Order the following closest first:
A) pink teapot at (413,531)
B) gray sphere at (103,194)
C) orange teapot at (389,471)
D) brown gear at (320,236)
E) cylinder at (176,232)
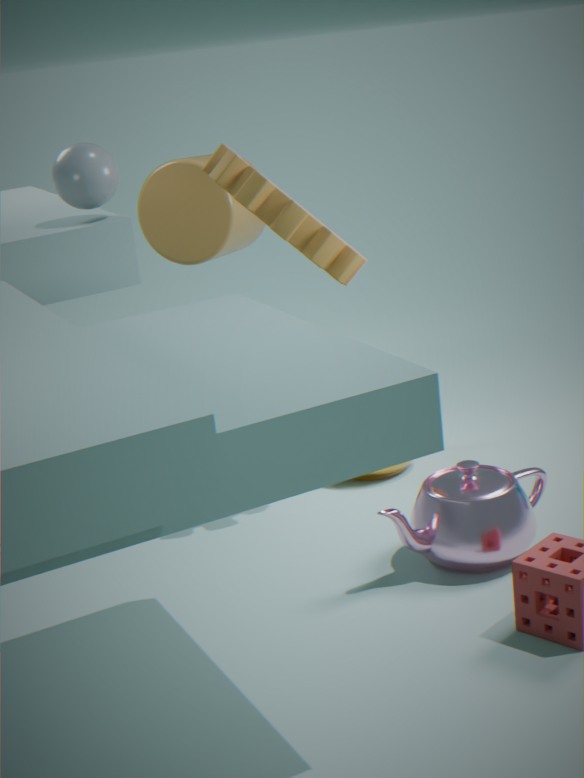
1. pink teapot at (413,531)
2. gray sphere at (103,194)
3. brown gear at (320,236)
4. orange teapot at (389,471)
5. cylinder at (176,232)
